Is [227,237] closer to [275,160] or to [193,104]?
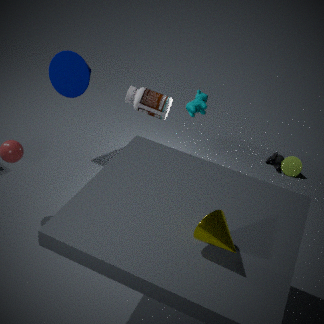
[193,104]
